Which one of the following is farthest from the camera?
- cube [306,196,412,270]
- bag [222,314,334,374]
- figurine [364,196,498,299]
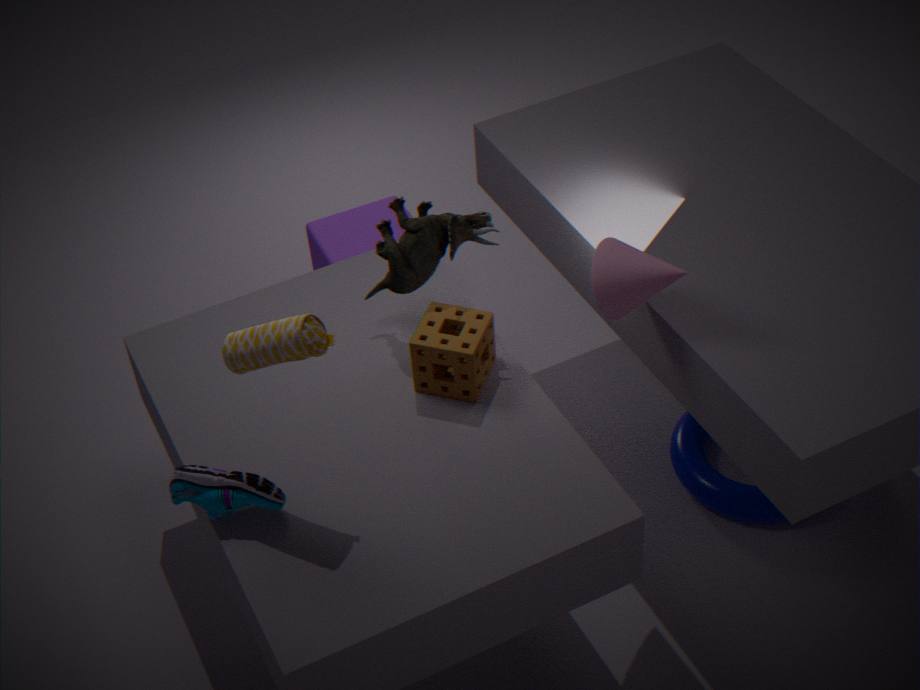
cube [306,196,412,270]
